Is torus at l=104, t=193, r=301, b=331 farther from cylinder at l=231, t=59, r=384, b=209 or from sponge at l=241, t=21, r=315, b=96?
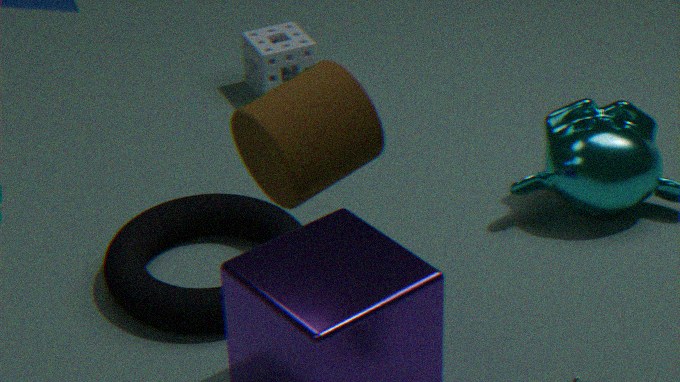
cylinder at l=231, t=59, r=384, b=209
